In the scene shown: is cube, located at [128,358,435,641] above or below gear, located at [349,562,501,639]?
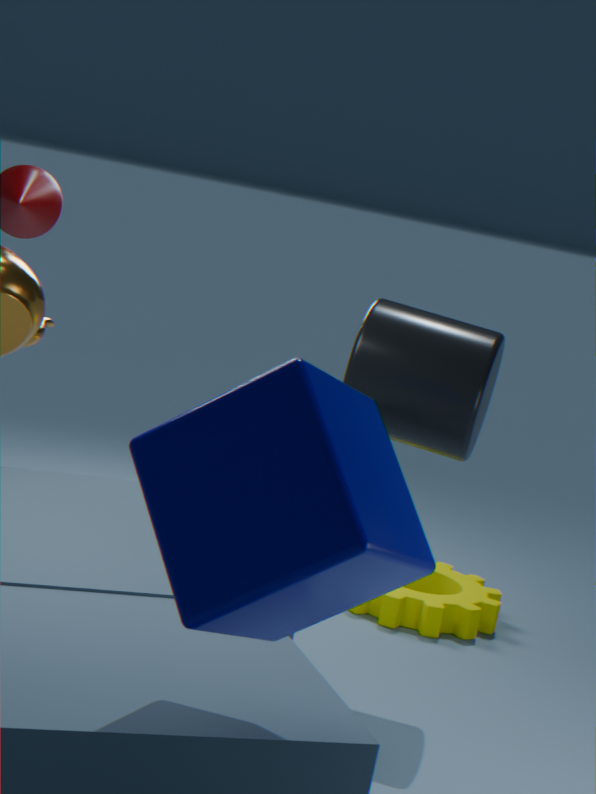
above
